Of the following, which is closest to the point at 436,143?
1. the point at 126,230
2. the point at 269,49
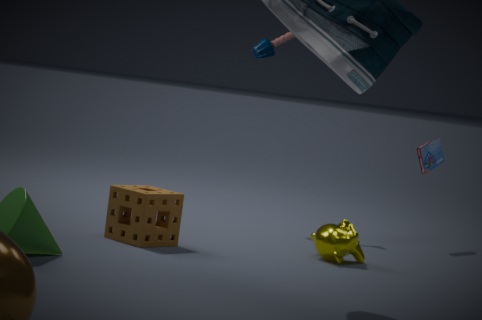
the point at 269,49
